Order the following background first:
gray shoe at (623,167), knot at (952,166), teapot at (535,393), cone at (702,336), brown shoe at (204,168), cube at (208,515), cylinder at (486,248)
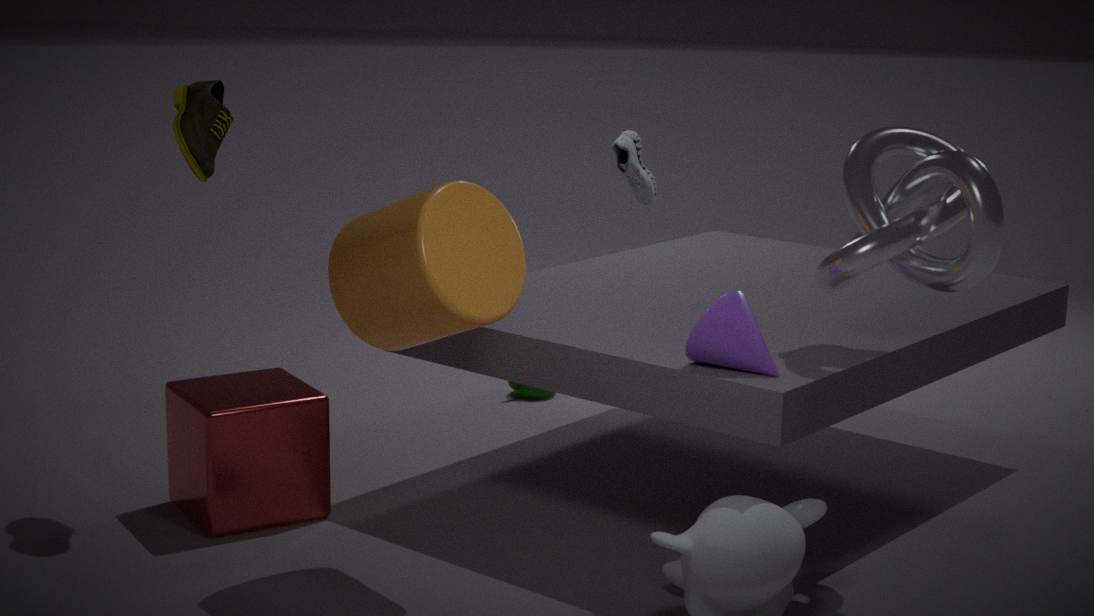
gray shoe at (623,167) → teapot at (535,393) → brown shoe at (204,168) → cube at (208,515) → cone at (702,336) → knot at (952,166) → cylinder at (486,248)
